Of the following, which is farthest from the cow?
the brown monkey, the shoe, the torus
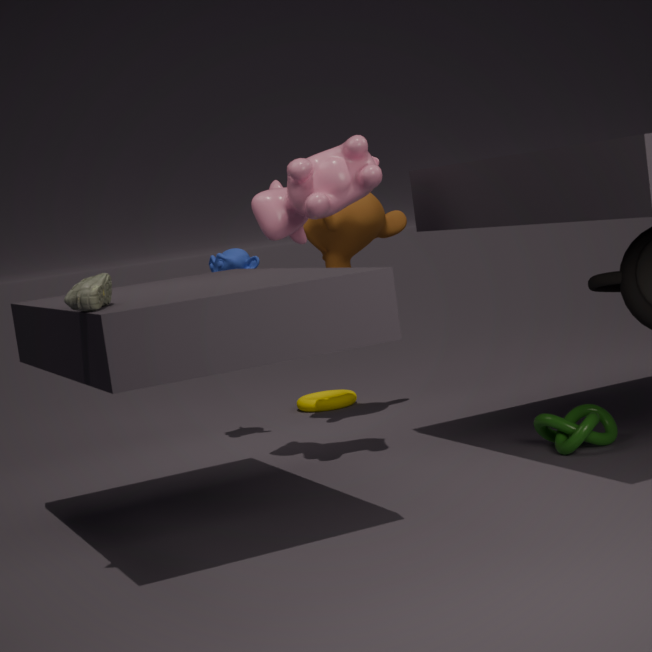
the torus
